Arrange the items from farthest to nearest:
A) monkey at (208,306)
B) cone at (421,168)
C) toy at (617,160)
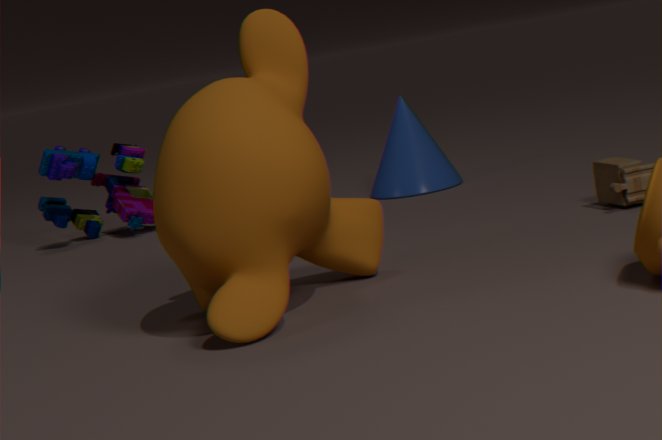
cone at (421,168) < toy at (617,160) < monkey at (208,306)
